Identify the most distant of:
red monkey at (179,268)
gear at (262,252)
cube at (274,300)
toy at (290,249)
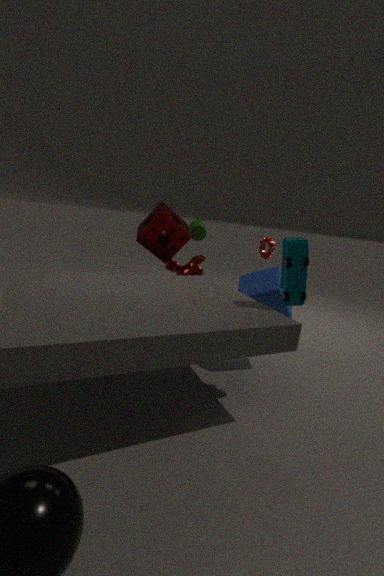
gear at (262,252)
